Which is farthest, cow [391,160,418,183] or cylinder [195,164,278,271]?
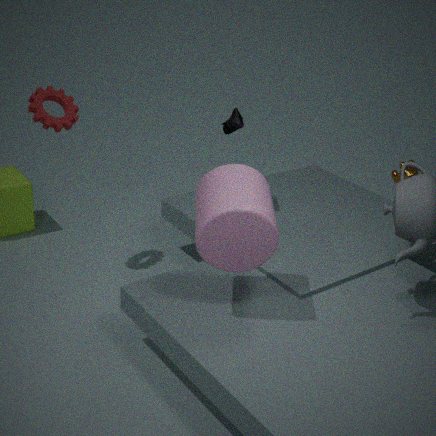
cow [391,160,418,183]
